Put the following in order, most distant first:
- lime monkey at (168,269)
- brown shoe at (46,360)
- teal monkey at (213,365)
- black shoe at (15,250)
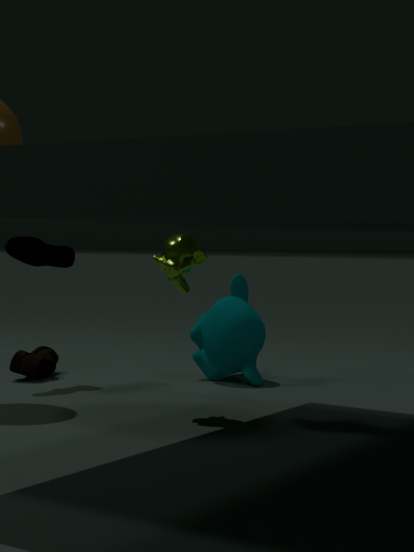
1. teal monkey at (213,365)
2. brown shoe at (46,360)
3. black shoe at (15,250)
4. lime monkey at (168,269)
